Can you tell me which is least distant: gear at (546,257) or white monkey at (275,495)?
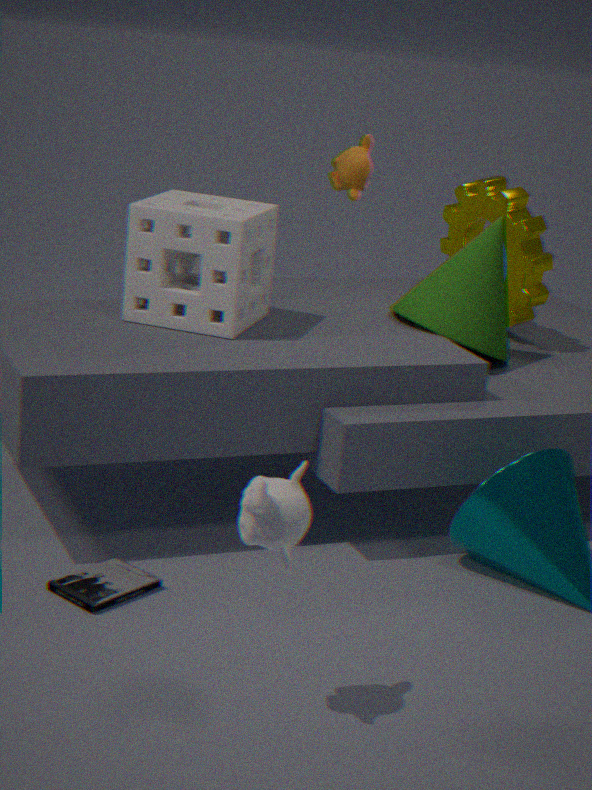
white monkey at (275,495)
